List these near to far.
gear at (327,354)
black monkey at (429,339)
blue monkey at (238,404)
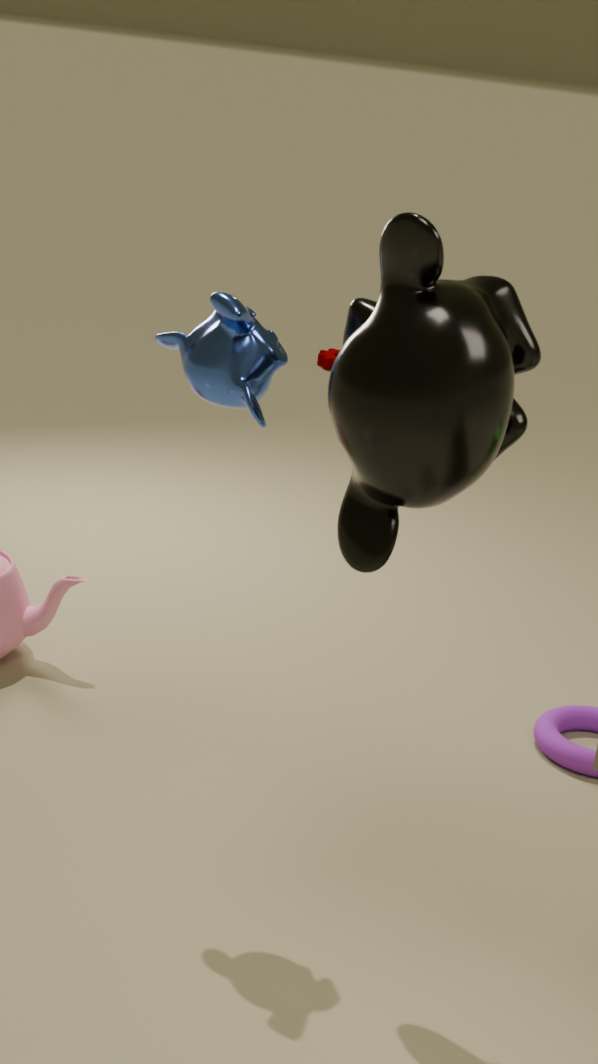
black monkey at (429,339)
blue monkey at (238,404)
gear at (327,354)
